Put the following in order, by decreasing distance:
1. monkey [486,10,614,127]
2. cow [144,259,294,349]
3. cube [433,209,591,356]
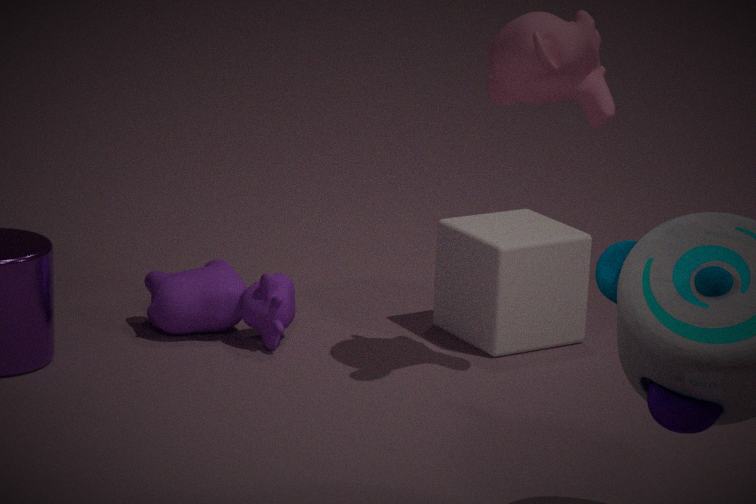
cube [433,209,591,356] → cow [144,259,294,349] → monkey [486,10,614,127]
